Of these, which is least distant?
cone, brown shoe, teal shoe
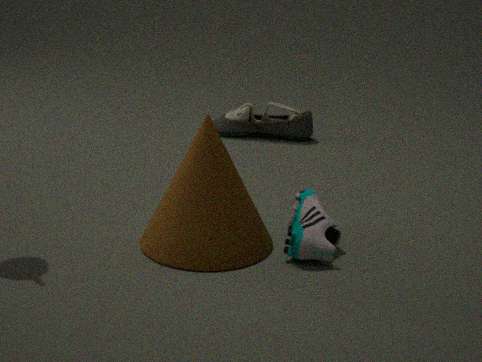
cone
